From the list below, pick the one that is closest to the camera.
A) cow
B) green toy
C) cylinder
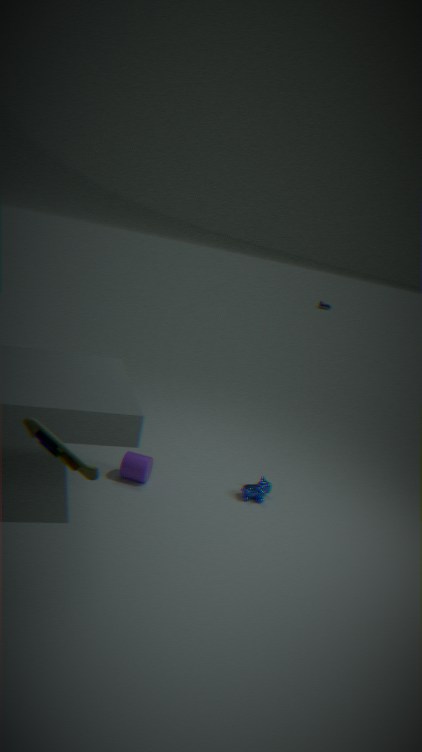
B. green toy
